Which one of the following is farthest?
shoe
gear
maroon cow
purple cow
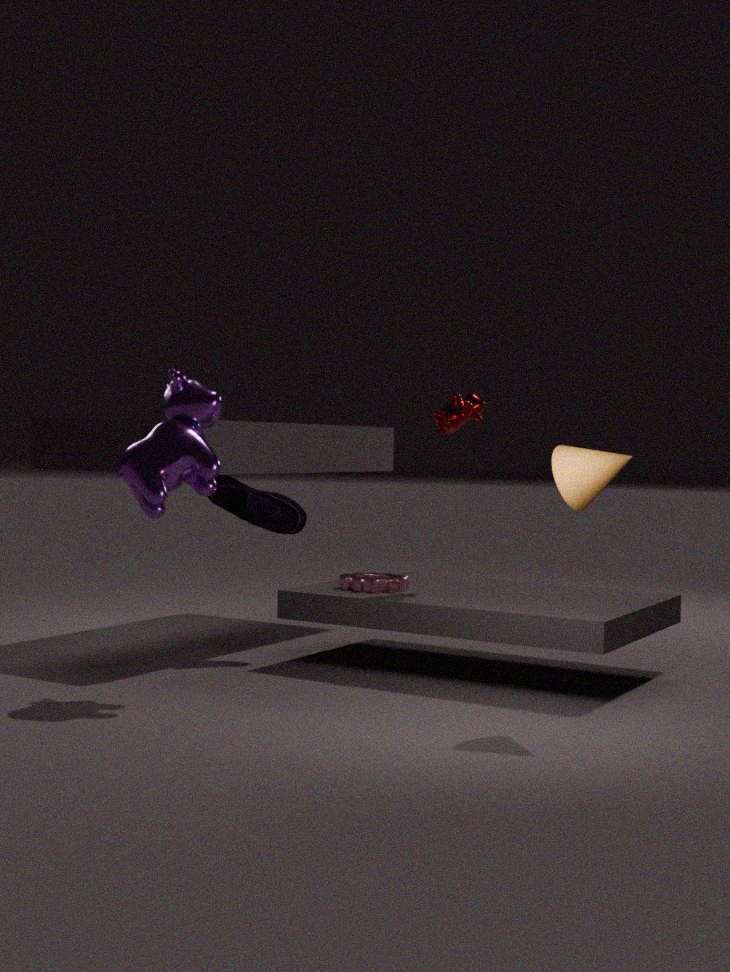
shoe
